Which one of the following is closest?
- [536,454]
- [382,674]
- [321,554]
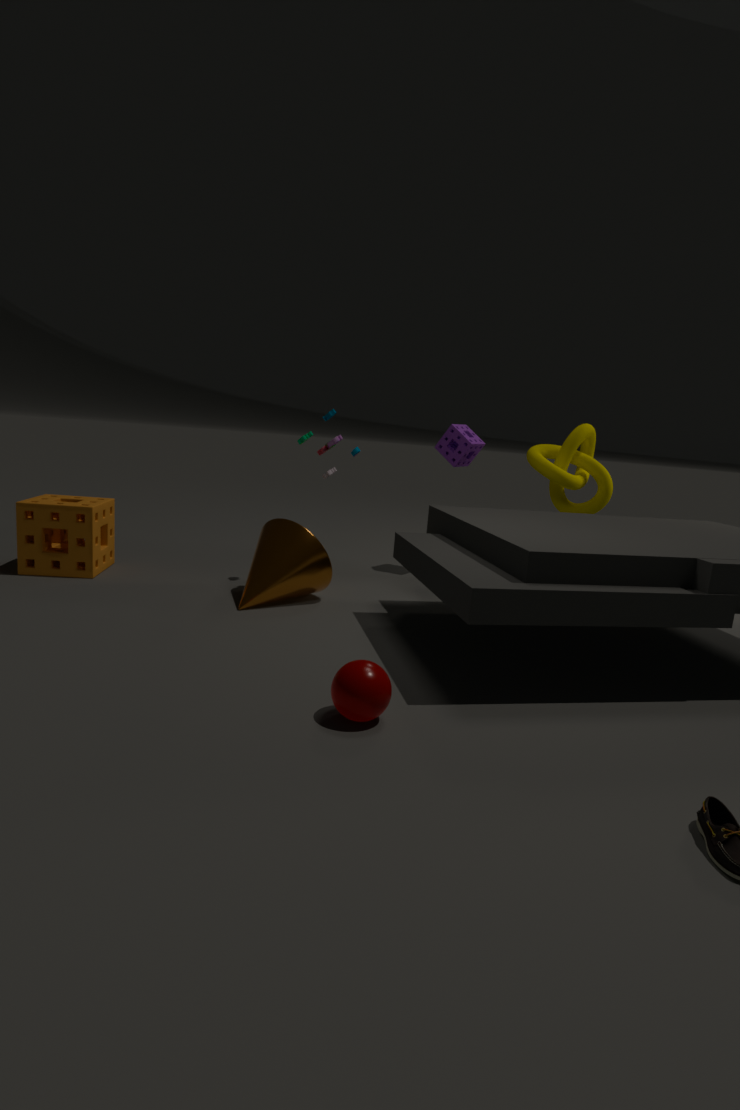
[382,674]
